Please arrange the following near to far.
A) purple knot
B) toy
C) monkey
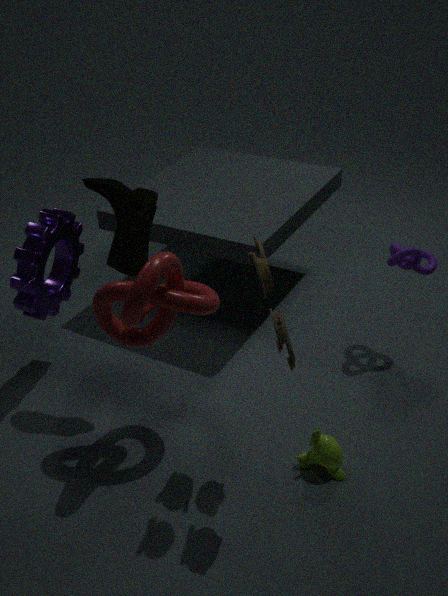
toy → monkey → purple knot
